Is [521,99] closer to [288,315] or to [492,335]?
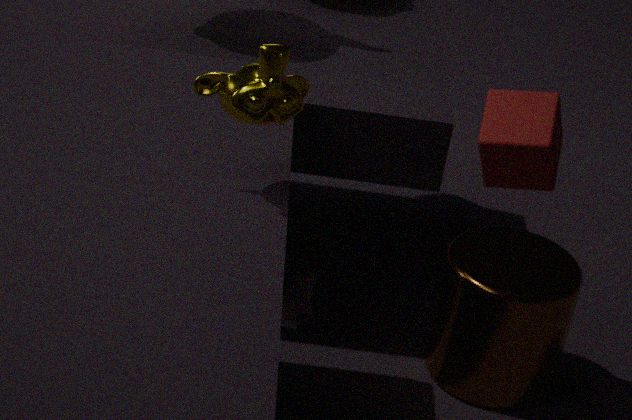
[492,335]
